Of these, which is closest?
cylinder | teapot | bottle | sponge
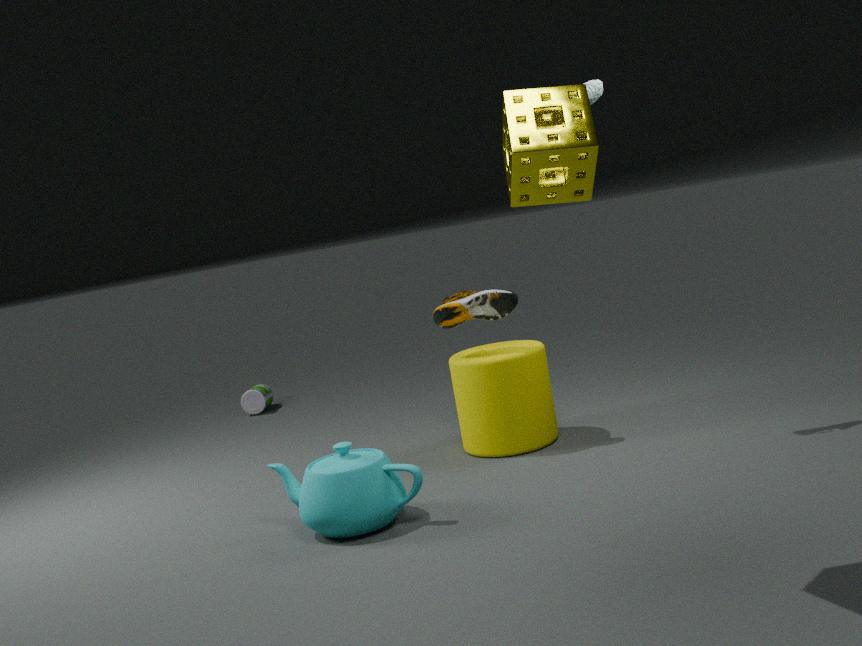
sponge
